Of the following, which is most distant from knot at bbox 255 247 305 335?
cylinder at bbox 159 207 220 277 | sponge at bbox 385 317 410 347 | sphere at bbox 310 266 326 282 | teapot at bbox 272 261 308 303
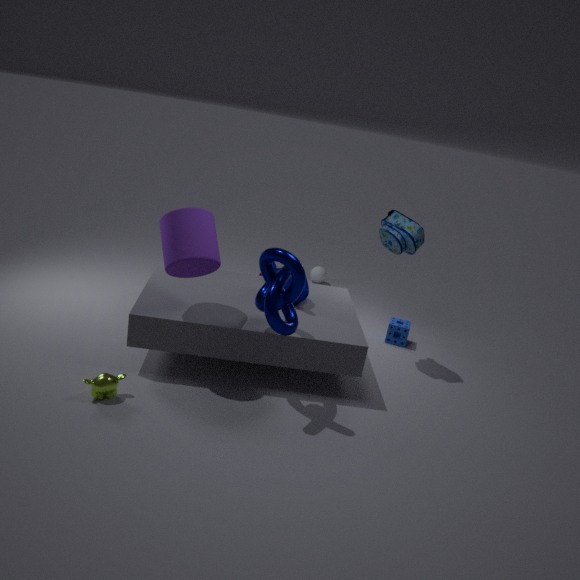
sphere at bbox 310 266 326 282
